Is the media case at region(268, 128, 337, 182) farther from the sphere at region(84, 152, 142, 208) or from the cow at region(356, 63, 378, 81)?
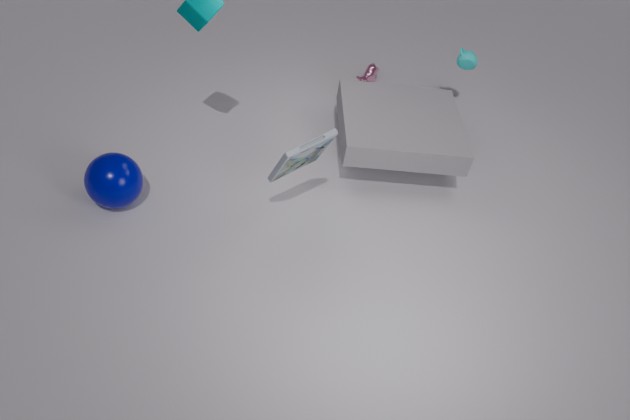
the cow at region(356, 63, 378, 81)
